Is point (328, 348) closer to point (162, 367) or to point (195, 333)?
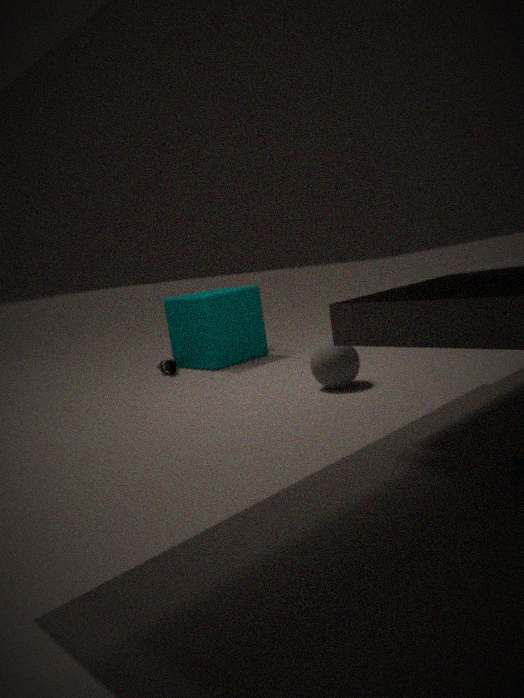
point (195, 333)
